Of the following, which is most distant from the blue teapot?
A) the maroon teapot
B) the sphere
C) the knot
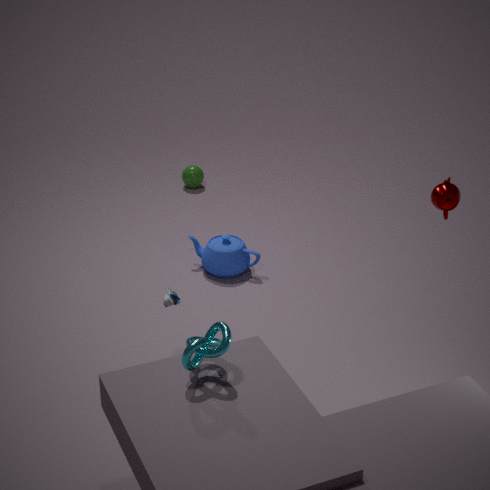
the knot
